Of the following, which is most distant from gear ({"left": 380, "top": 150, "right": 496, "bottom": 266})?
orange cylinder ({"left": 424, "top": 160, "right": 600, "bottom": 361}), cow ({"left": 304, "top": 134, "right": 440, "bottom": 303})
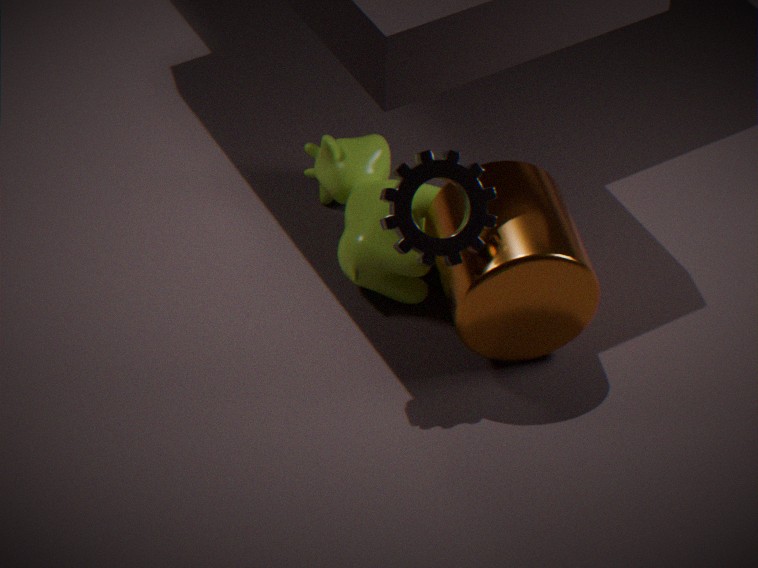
cow ({"left": 304, "top": 134, "right": 440, "bottom": 303})
